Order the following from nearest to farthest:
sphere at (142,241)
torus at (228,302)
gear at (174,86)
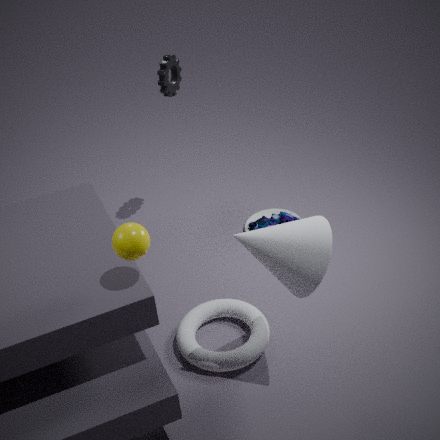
sphere at (142,241), torus at (228,302), gear at (174,86)
